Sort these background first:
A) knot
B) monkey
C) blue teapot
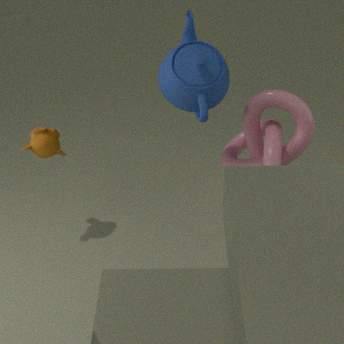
monkey, knot, blue teapot
